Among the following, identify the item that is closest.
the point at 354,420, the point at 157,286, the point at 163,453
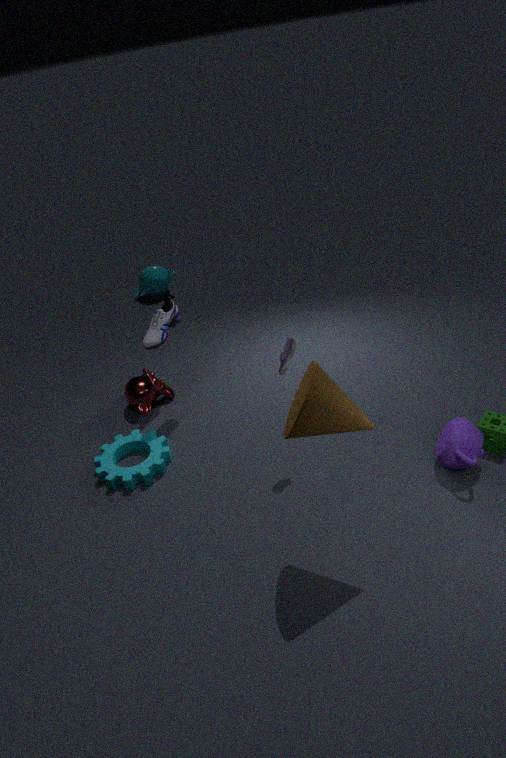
the point at 354,420
